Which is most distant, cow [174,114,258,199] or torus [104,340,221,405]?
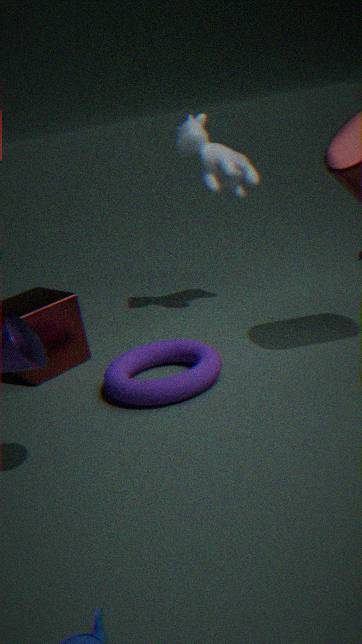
cow [174,114,258,199]
